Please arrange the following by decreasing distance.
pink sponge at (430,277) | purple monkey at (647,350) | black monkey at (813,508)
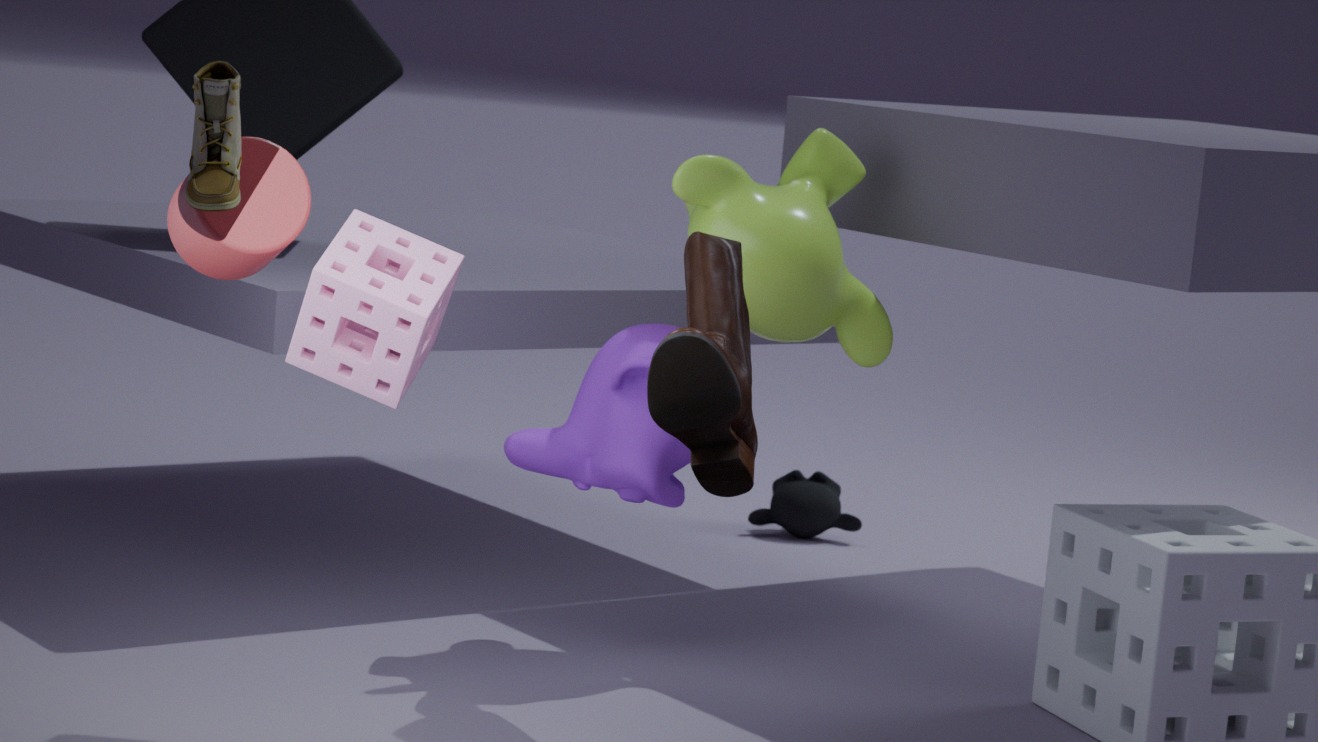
1. black monkey at (813,508)
2. purple monkey at (647,350)
3. pink sponge at (430,277)
